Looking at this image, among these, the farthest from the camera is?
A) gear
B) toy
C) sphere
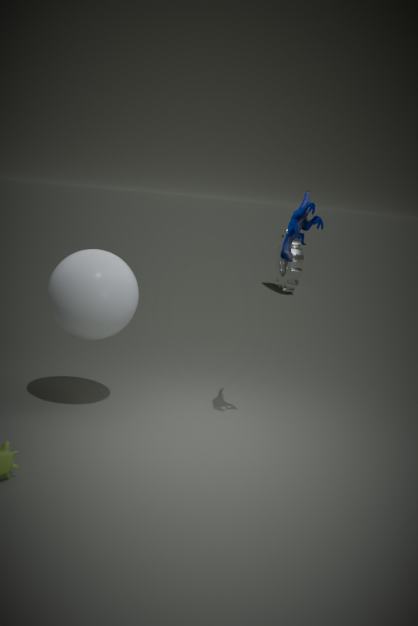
gear
